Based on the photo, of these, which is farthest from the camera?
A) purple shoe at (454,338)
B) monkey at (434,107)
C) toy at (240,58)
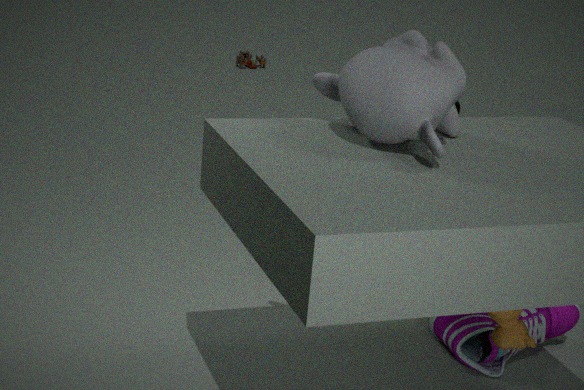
toy at (240,58)
